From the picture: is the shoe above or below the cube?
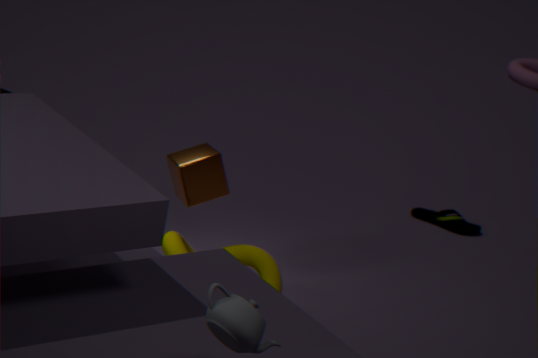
below
